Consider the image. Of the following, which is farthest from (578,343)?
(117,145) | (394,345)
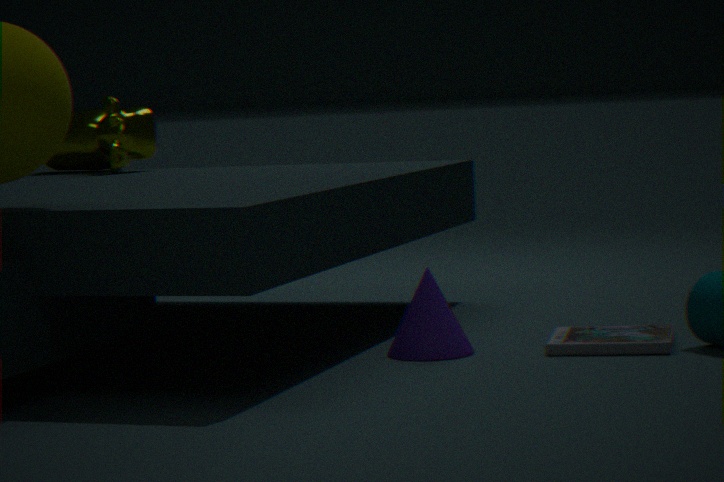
(117,145)
